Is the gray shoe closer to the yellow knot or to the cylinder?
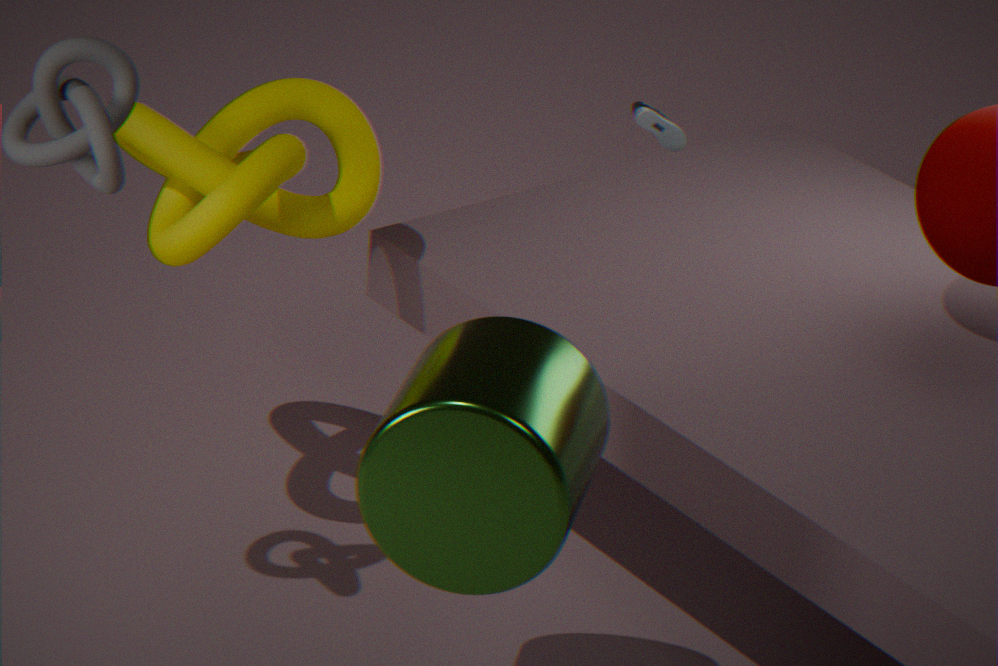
the yellow knot
